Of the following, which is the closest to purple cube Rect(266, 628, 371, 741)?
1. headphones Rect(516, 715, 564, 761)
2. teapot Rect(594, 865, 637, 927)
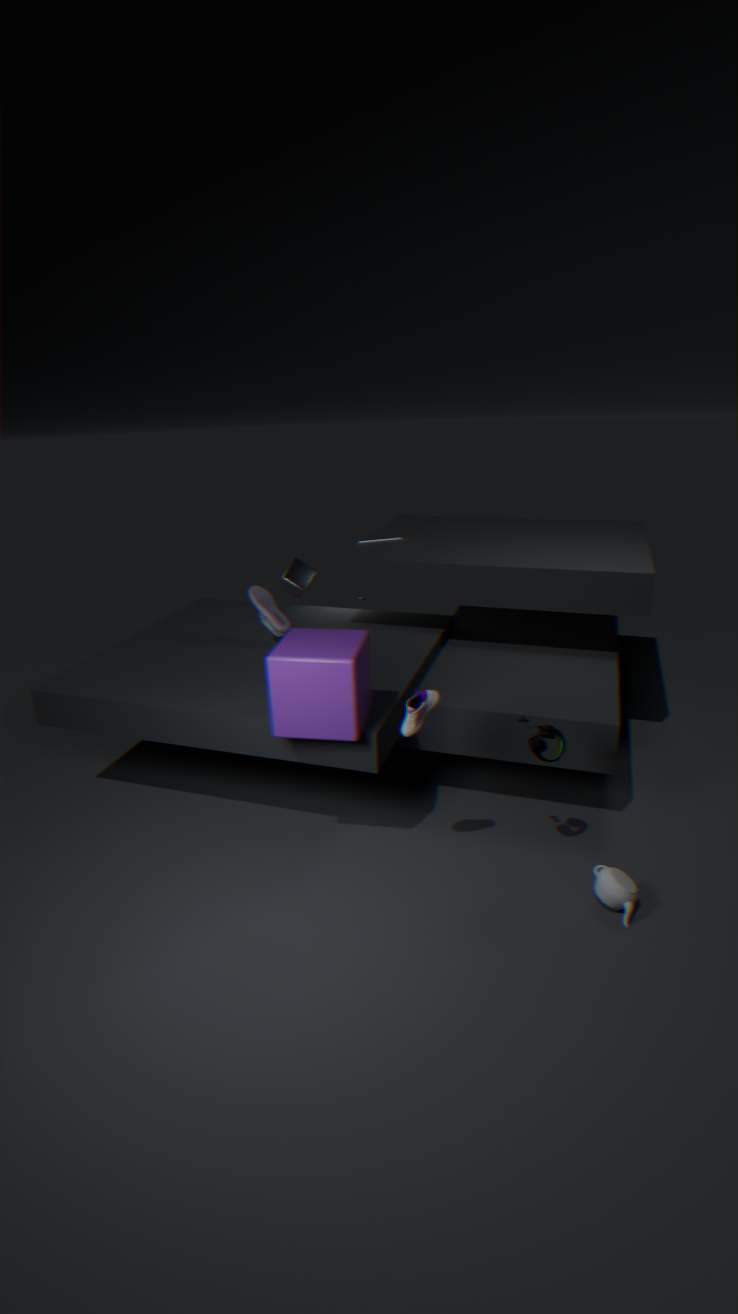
headphones Rect(516, 715, 564, 761)
